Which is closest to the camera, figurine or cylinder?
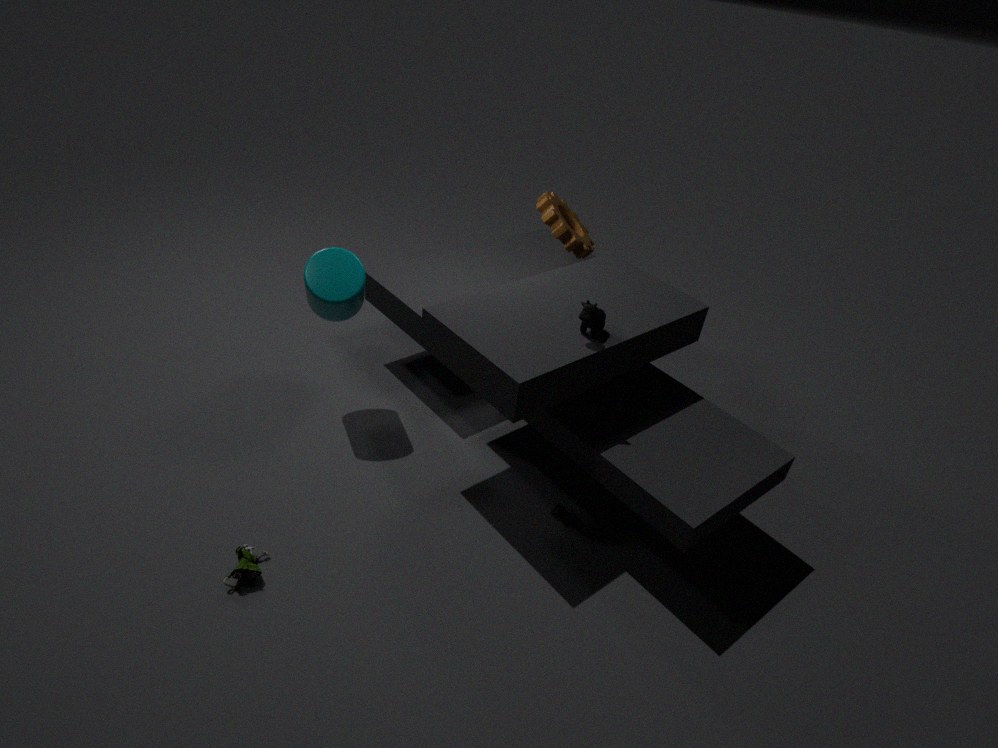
figurine
